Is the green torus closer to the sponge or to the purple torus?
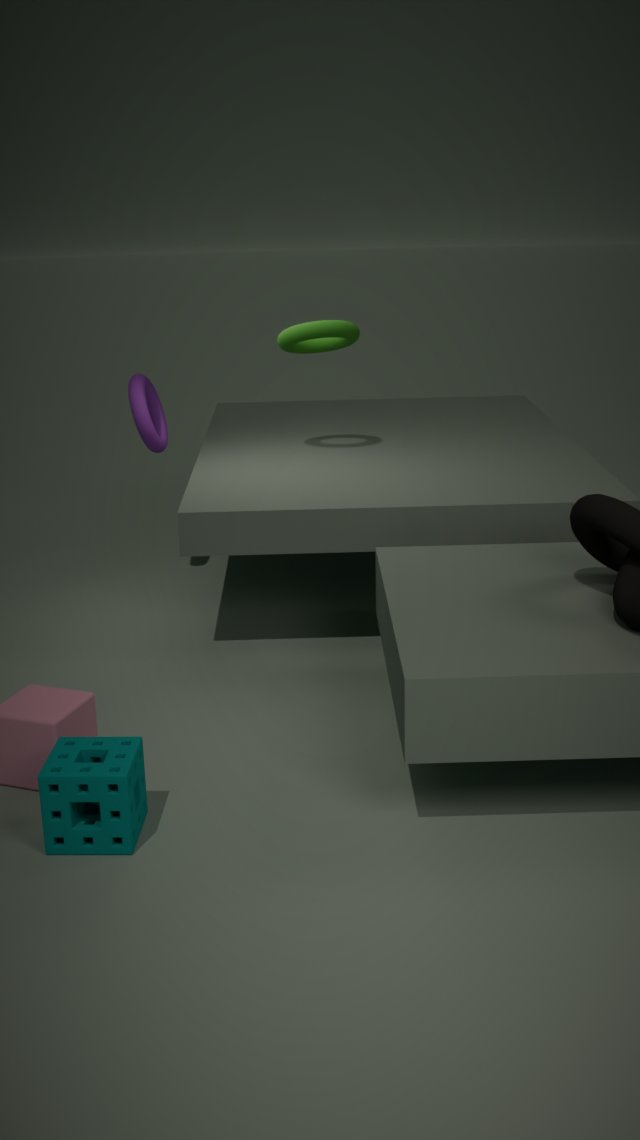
the purple torus
